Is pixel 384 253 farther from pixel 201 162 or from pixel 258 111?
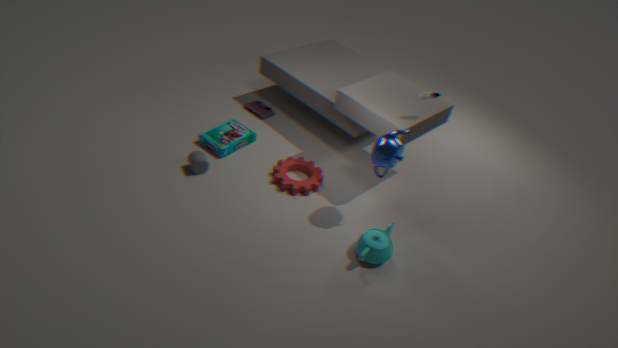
pixel 258 111
